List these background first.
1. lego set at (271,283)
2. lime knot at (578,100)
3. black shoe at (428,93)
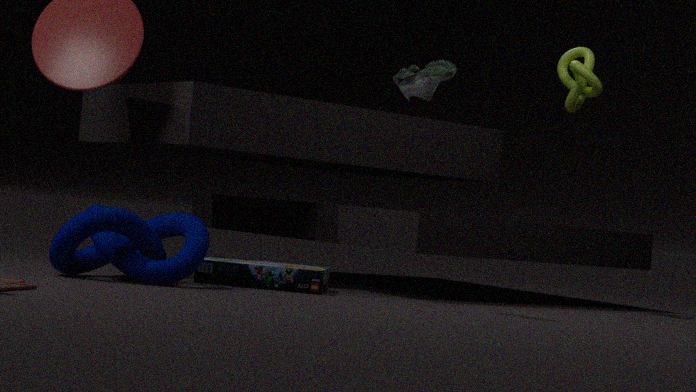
lime knot at (578,100)
lego set at (271,283)
black shoe at (428,93)
